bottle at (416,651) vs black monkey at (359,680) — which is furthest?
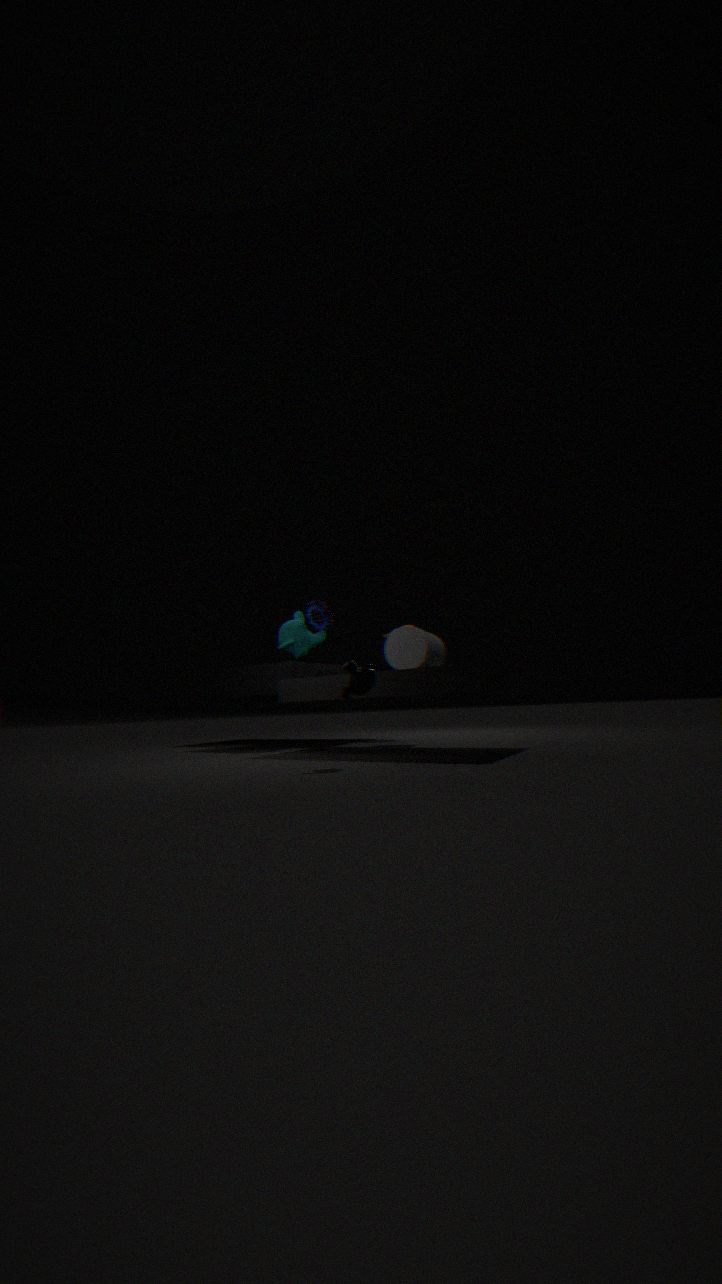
bottle at (416,651)
